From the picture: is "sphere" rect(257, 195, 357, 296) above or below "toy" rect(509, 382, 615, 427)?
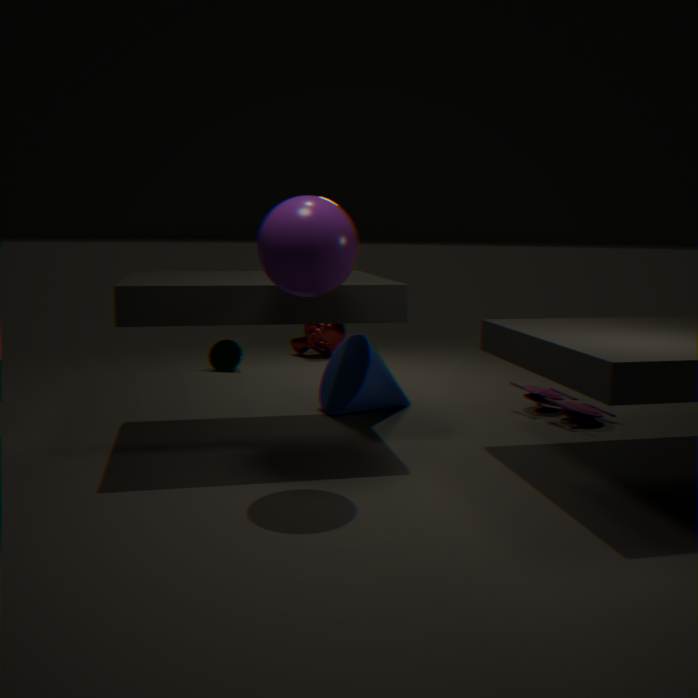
above
